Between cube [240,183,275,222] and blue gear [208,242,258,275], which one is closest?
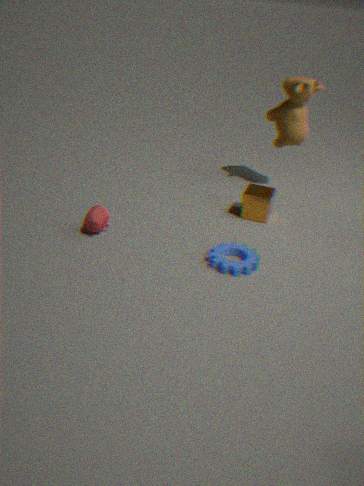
blue gear [208,242,258,275]
